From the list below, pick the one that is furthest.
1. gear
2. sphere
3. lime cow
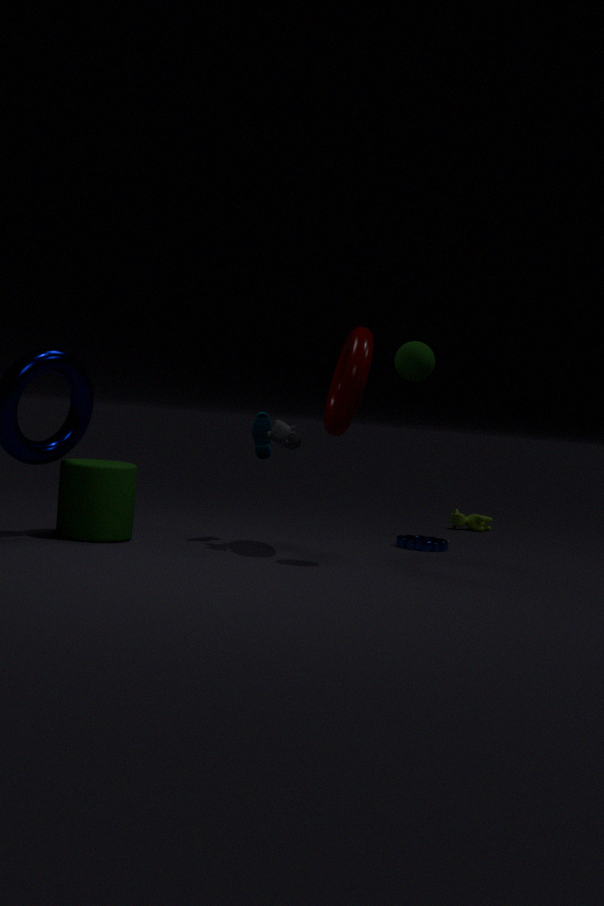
lime cow
